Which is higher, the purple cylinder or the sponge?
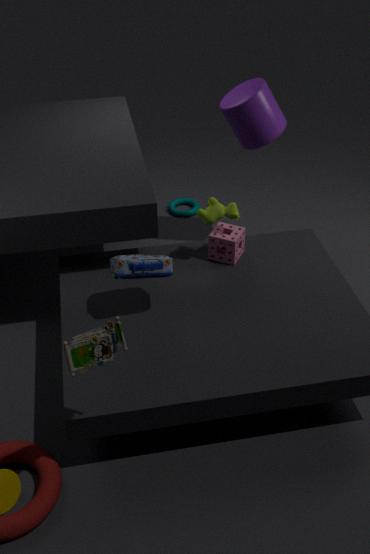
the purple cylinder
